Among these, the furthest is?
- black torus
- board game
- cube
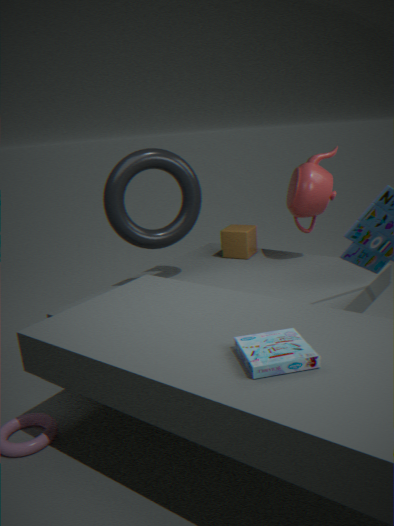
cube
